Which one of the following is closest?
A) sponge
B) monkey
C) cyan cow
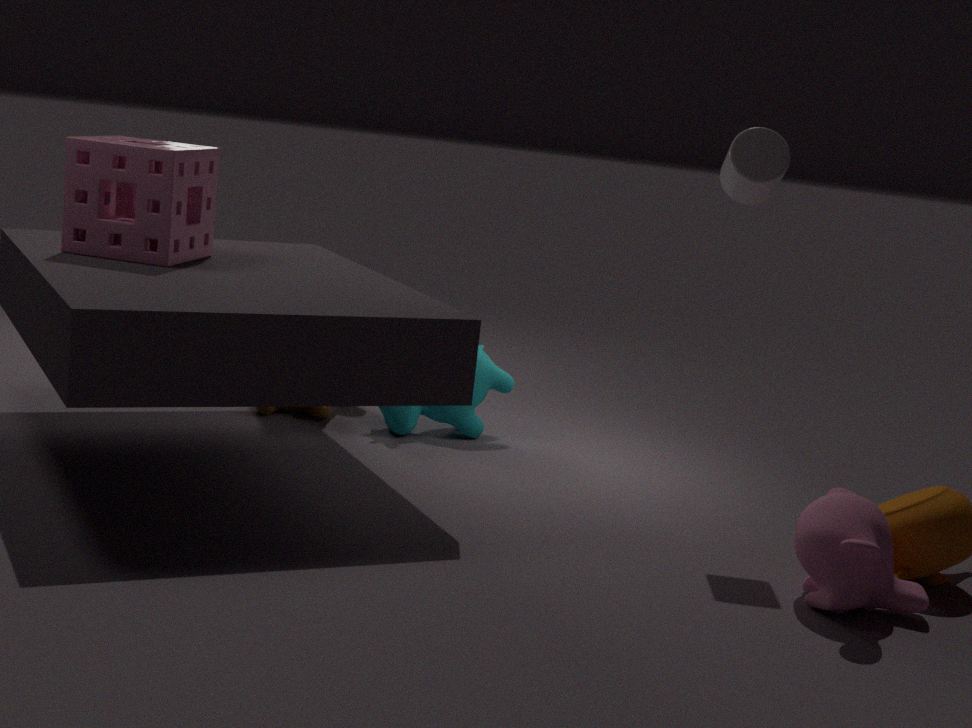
monkey
